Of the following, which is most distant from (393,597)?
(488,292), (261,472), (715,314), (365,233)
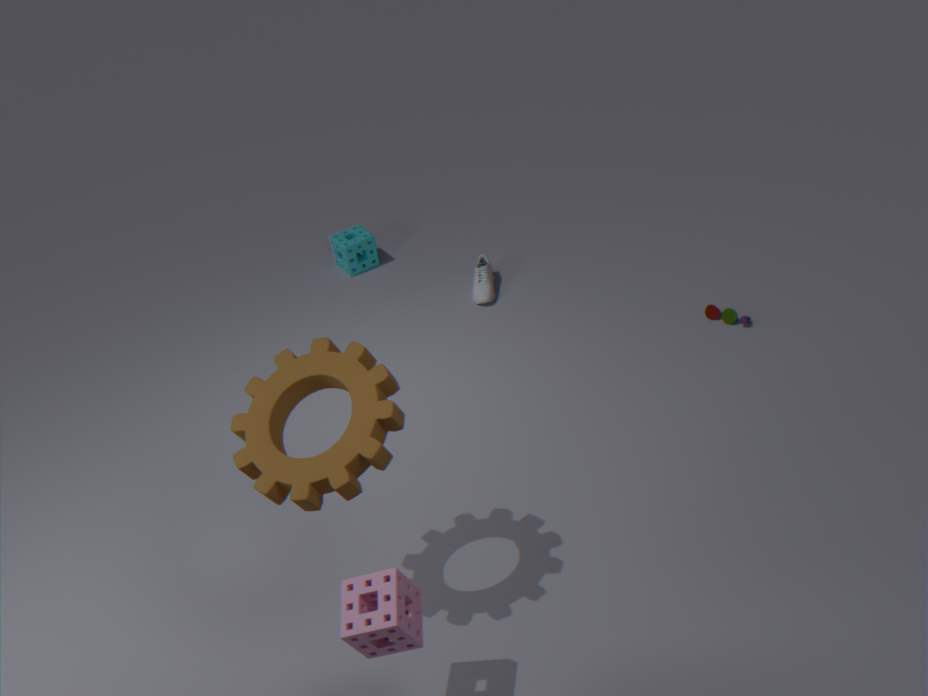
(365,233)
